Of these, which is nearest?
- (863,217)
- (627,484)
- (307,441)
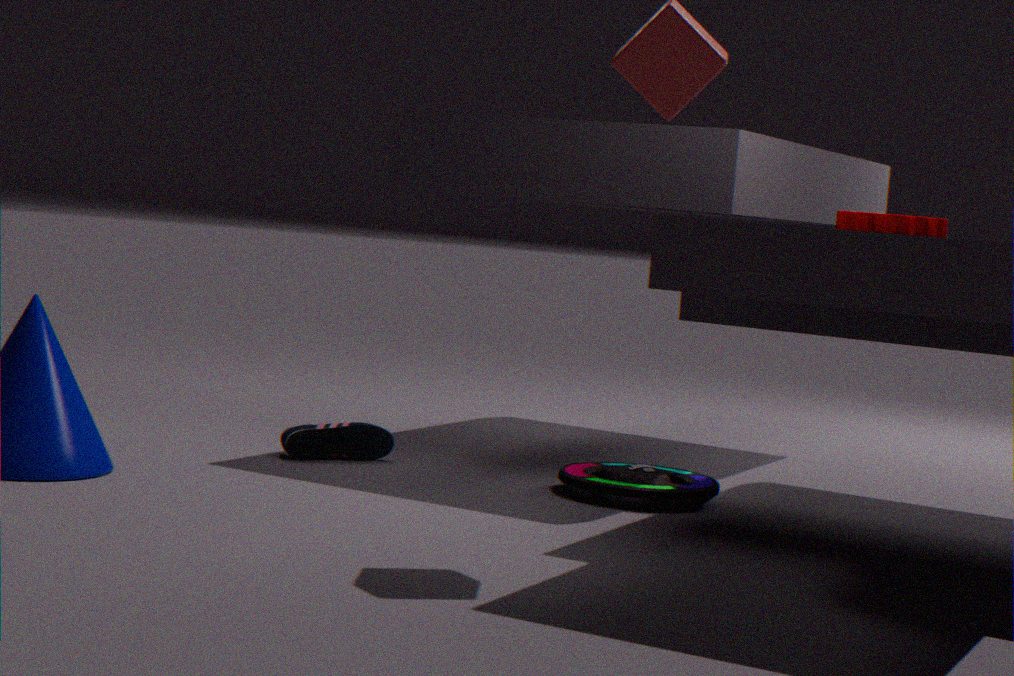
(863,217)
